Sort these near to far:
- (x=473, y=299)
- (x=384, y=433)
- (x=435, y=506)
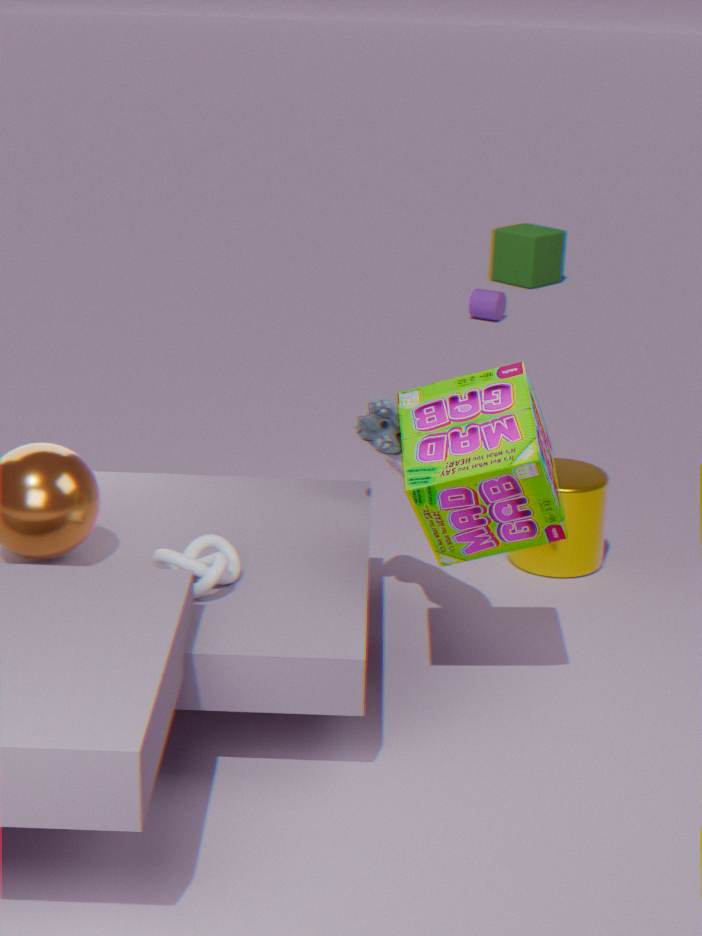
(x=435, y=506) → (x=384, y=433) → (x=473, y=299)
